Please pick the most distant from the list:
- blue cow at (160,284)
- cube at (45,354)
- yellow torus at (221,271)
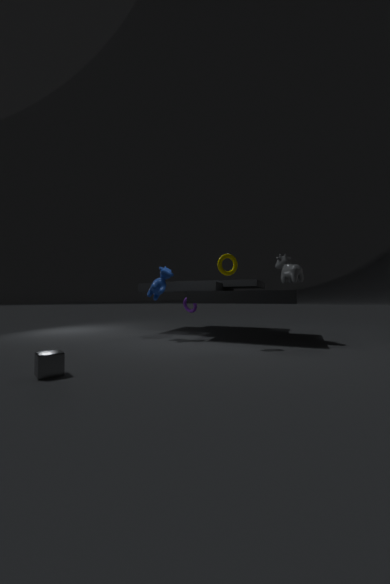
blue cow at (160,284)
